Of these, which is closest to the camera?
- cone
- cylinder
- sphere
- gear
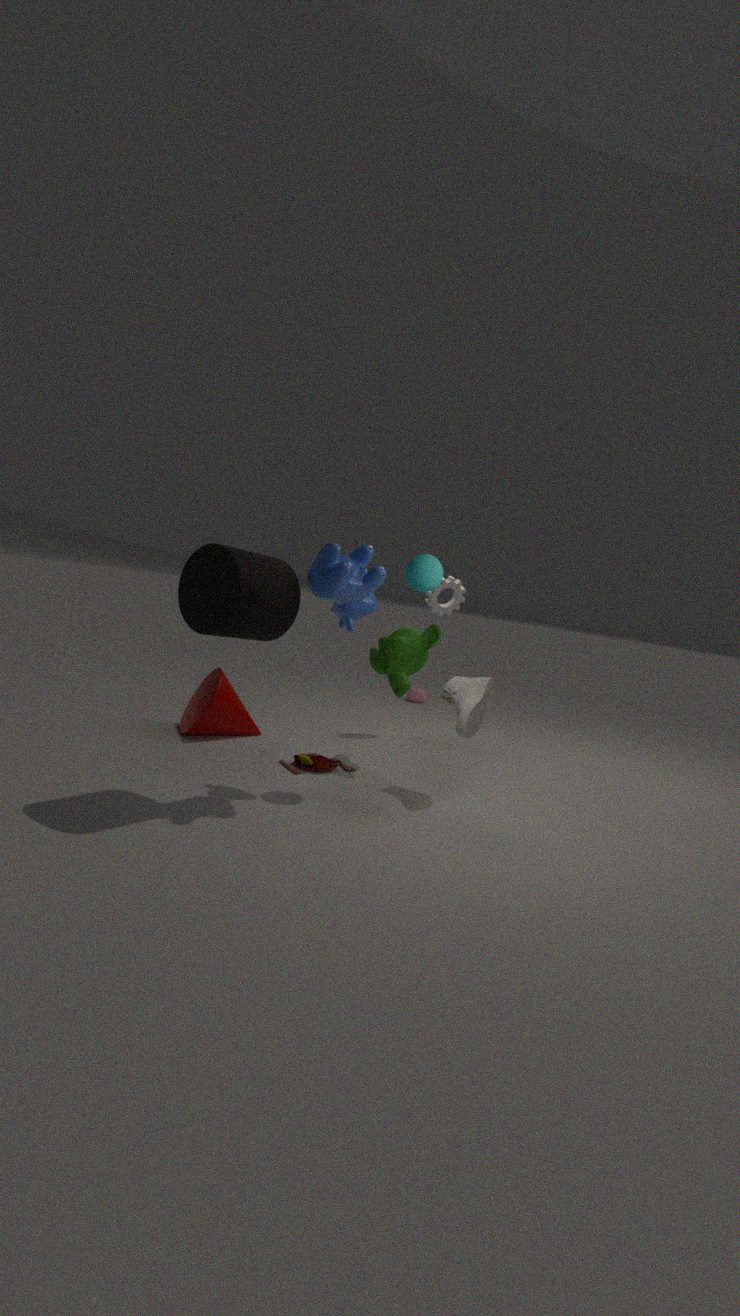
cylinder
